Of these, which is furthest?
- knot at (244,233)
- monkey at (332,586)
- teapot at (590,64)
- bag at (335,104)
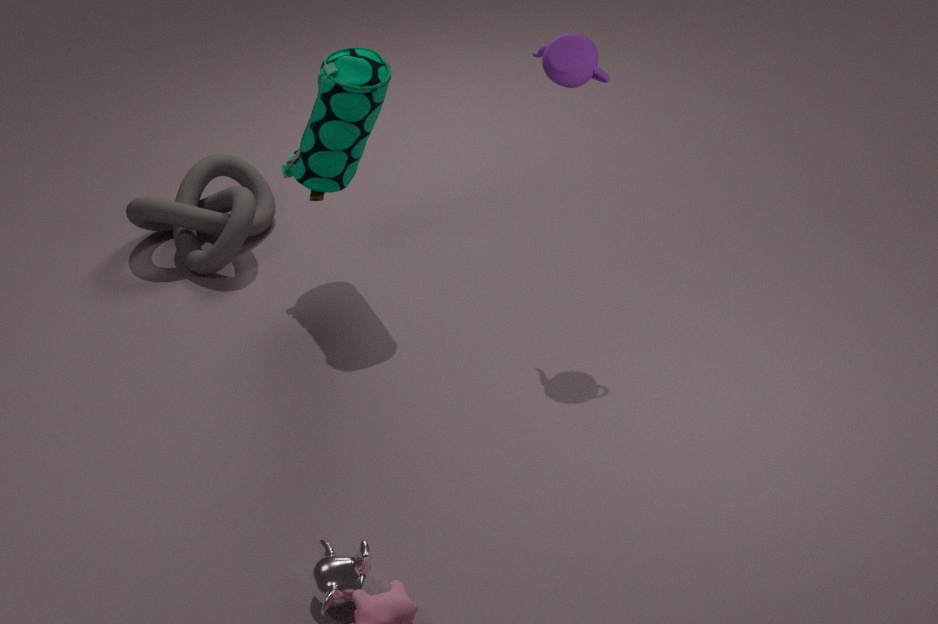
knot at (244,233)
